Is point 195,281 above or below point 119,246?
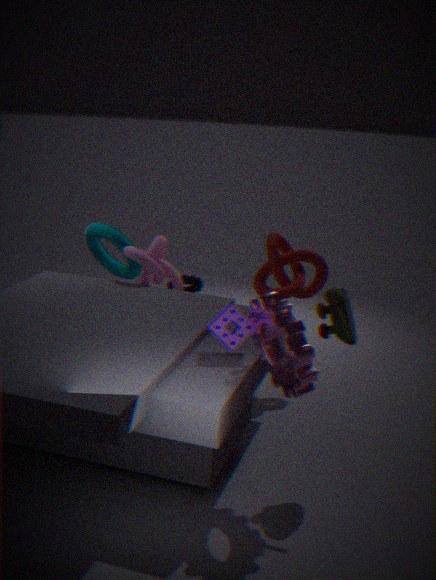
below
